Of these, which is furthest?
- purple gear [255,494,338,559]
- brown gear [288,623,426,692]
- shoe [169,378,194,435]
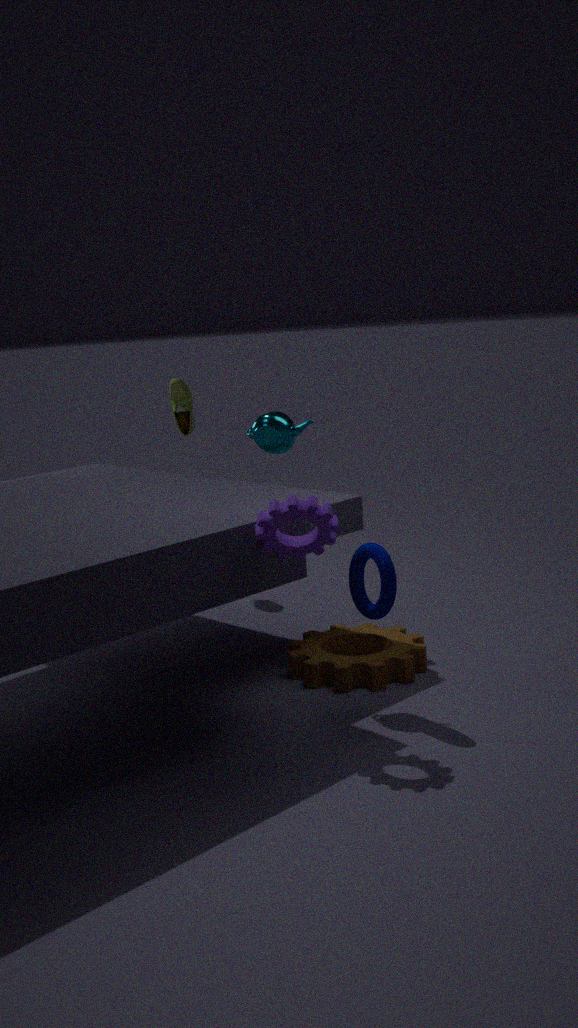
shoe [169,378,194,435]
